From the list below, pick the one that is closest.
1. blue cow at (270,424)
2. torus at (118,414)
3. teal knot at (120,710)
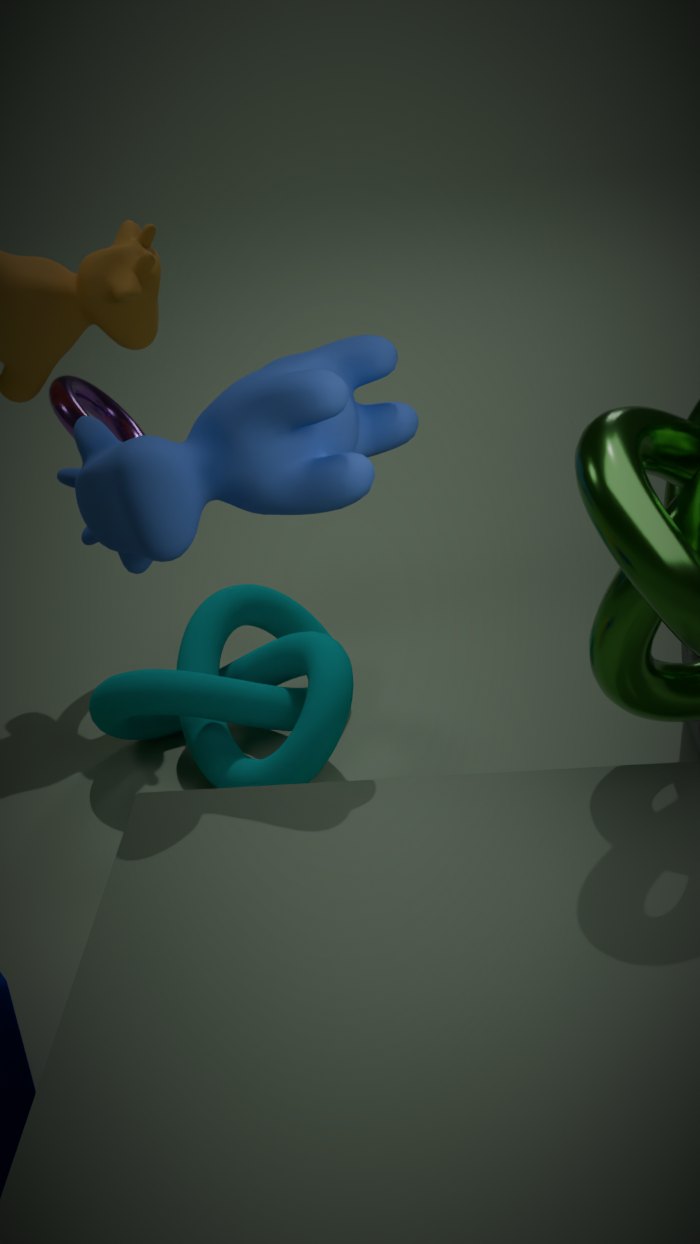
blue cow at (270,424)
